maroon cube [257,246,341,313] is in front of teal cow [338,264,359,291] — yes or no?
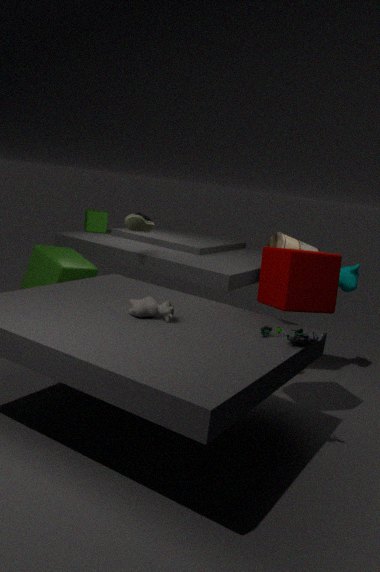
Yes
